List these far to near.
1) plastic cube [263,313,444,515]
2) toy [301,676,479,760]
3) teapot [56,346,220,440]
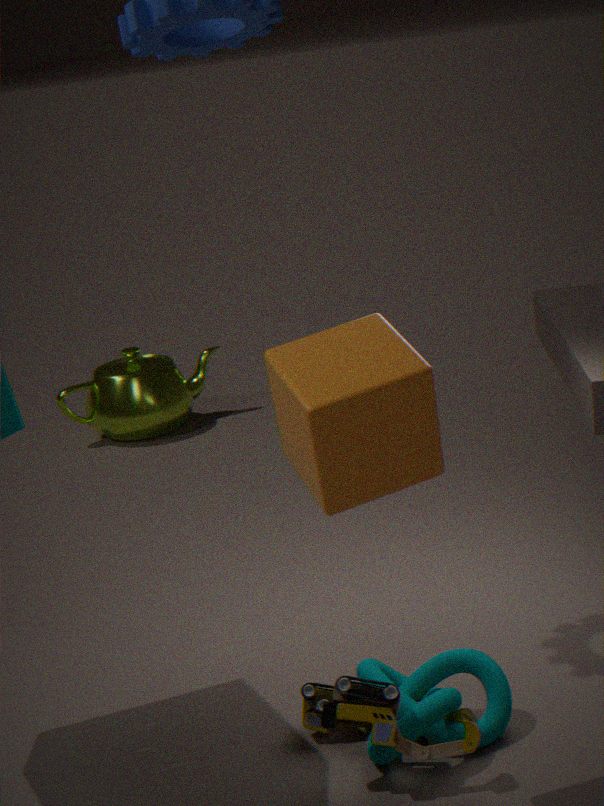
3. teapot [56,346,220,440]
2. toy [301,676,479,760]
1. plastic cube [263,313,444,515]
